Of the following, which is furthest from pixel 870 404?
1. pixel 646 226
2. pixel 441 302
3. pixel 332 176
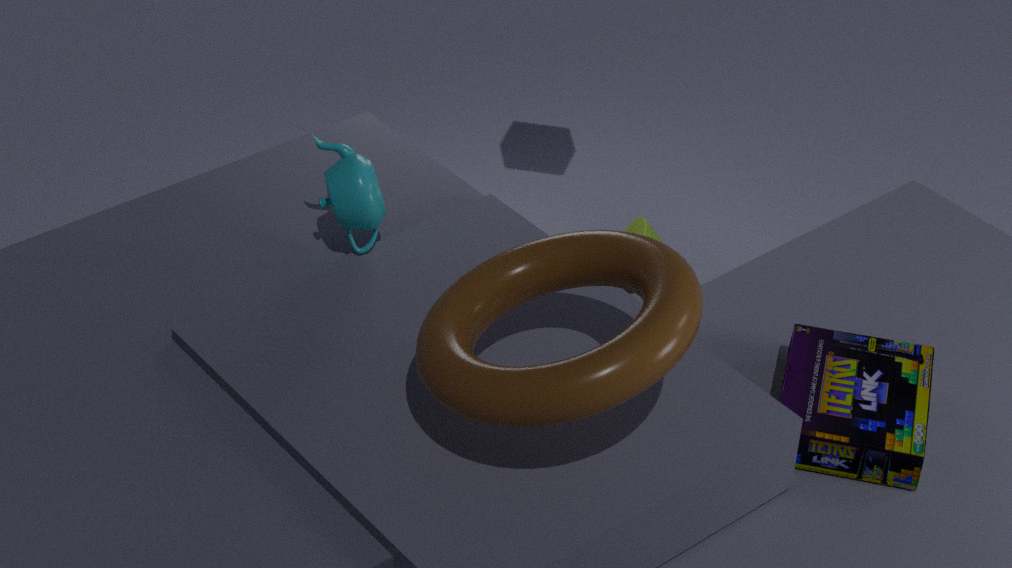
pixel 646 226
